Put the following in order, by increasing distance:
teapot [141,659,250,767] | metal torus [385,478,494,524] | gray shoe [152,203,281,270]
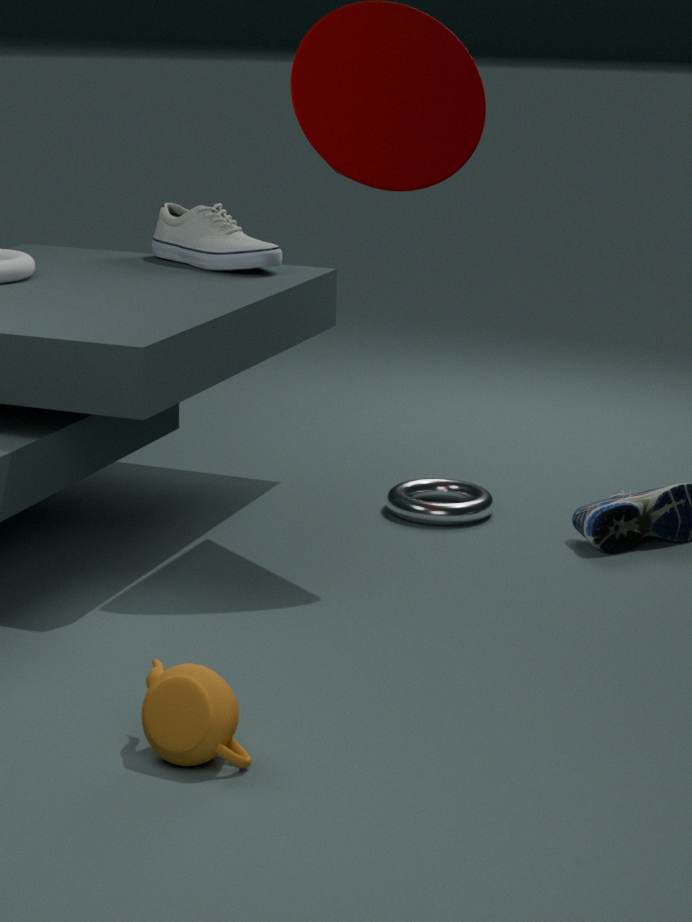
teapot [141,659,250,767], metal torus [385,478,494,524], gray shoe [152,203,281,270]
